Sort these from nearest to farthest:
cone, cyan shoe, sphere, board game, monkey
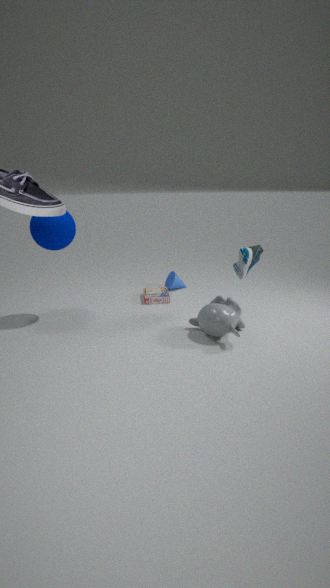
monkey, cyan shoe, sphere, board game, cone
